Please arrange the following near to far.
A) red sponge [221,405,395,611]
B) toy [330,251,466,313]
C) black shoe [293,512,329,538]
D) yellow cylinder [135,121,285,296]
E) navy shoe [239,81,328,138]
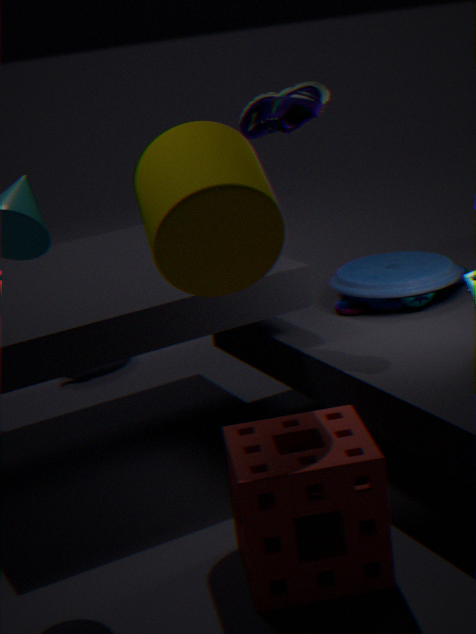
red sponge [221,405,395,611] → yellow cylinder [135,121,285,296] → black shoe [293,512,329,538] → navy shoe [239,81,328,138] → toy [330,251,466,313]
